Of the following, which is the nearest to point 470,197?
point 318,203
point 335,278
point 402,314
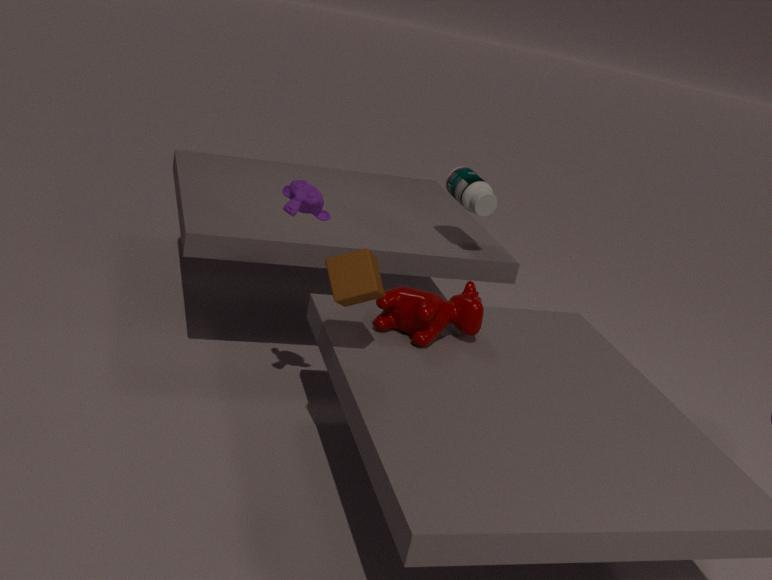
point 402,314
